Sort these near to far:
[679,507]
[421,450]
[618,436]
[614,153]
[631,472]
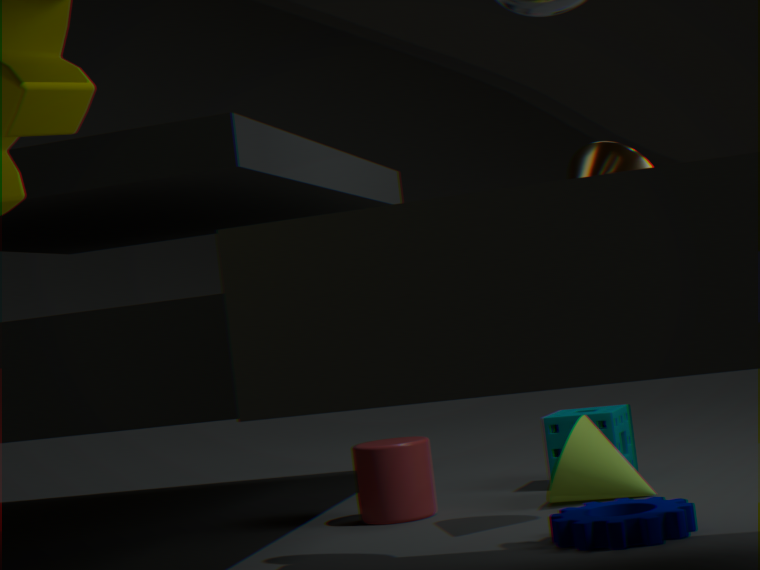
[679,507] < [614,153] < [631,472] < [421,450] < [618,436]
